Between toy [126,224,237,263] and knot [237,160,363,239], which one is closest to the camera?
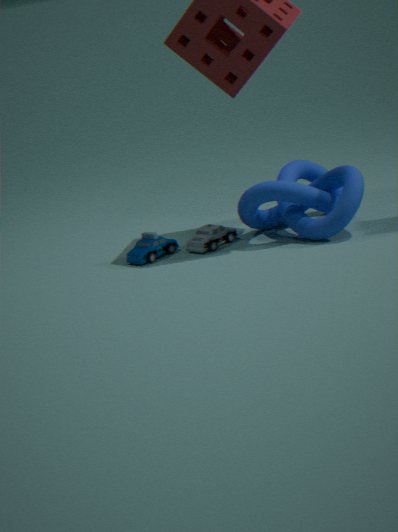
knot [237,160,363,239]
